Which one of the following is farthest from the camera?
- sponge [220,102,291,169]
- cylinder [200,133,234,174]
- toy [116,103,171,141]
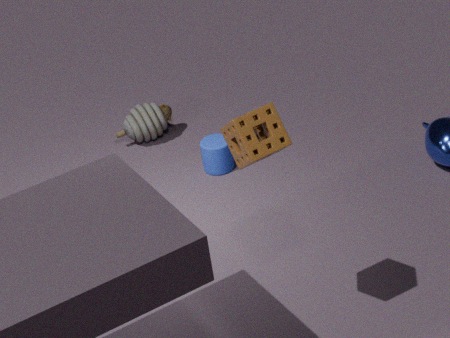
toy [116,103,171,141]
